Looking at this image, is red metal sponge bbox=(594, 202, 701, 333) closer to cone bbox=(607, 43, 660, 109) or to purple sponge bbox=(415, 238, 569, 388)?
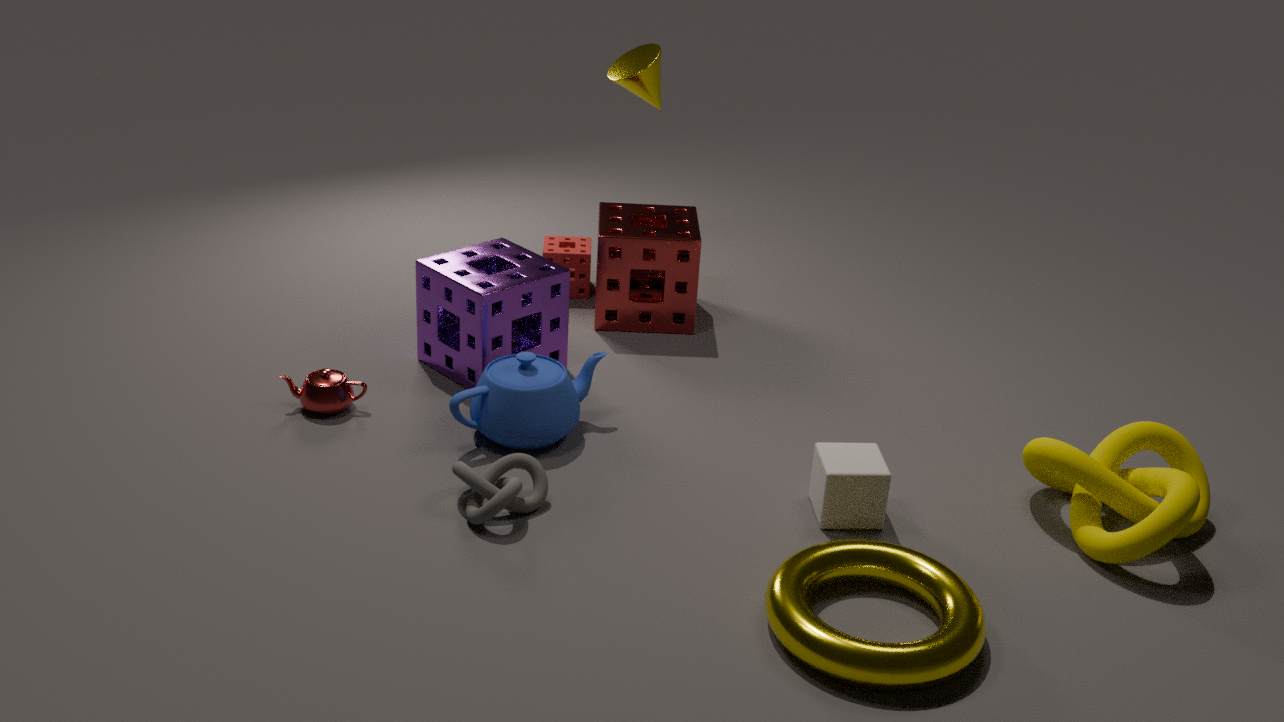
purple sponge bbox=(415, 238, 569, 388)
